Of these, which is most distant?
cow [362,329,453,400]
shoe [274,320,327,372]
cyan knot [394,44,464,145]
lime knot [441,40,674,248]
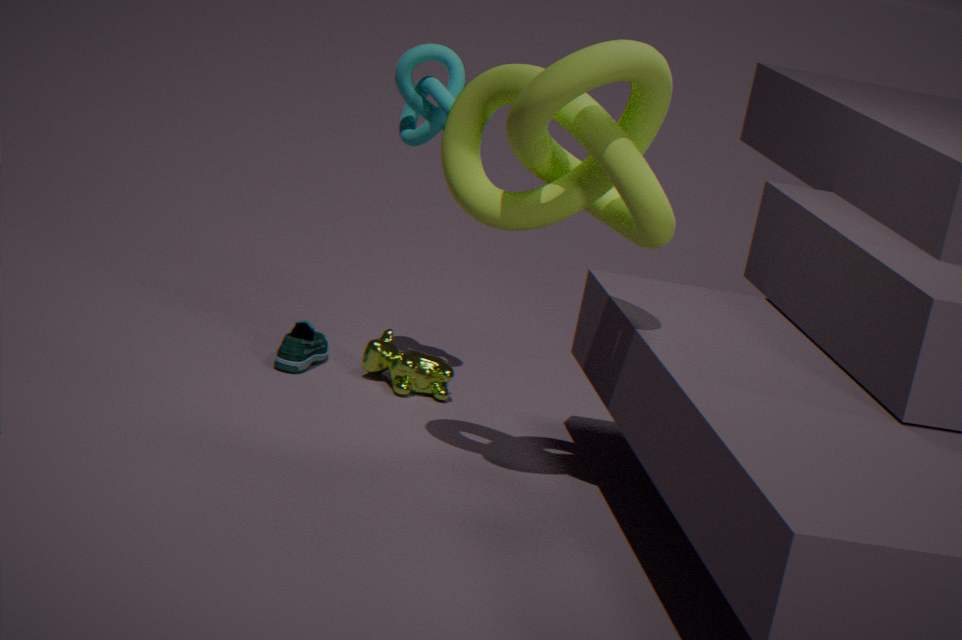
shoe [274,320,327,372]
